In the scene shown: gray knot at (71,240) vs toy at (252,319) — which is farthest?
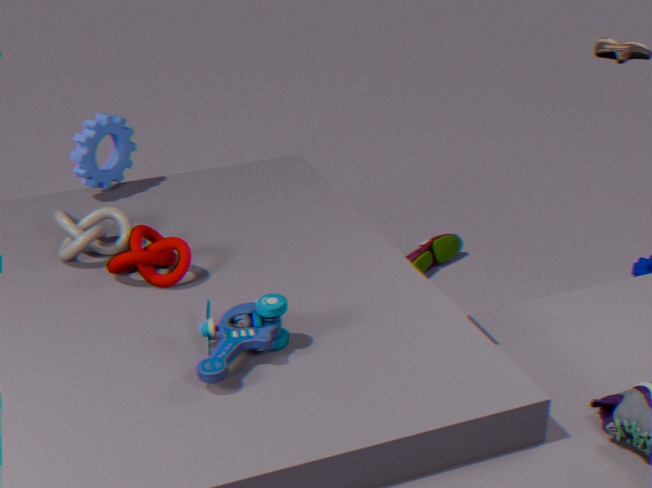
gray knot at (71,240)
